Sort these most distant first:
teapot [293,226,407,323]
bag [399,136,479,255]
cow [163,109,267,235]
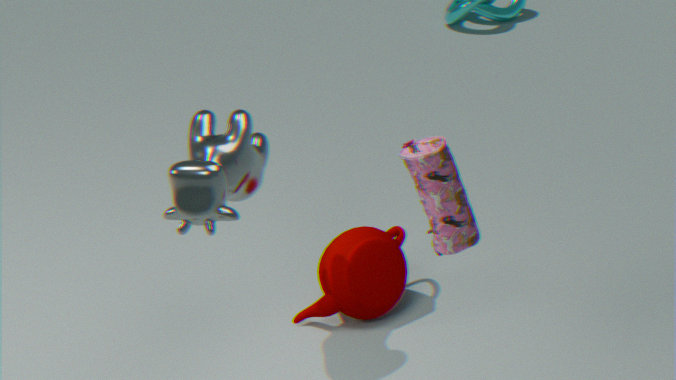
teapot [293,226,407,323] → cow [163,109,267,235] → bag [399,136,479,255]
